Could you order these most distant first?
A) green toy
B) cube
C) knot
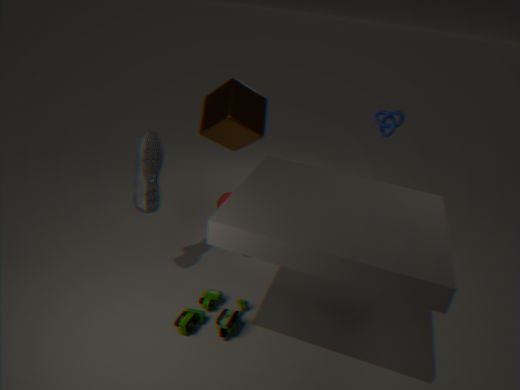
knot
cube
green toy
